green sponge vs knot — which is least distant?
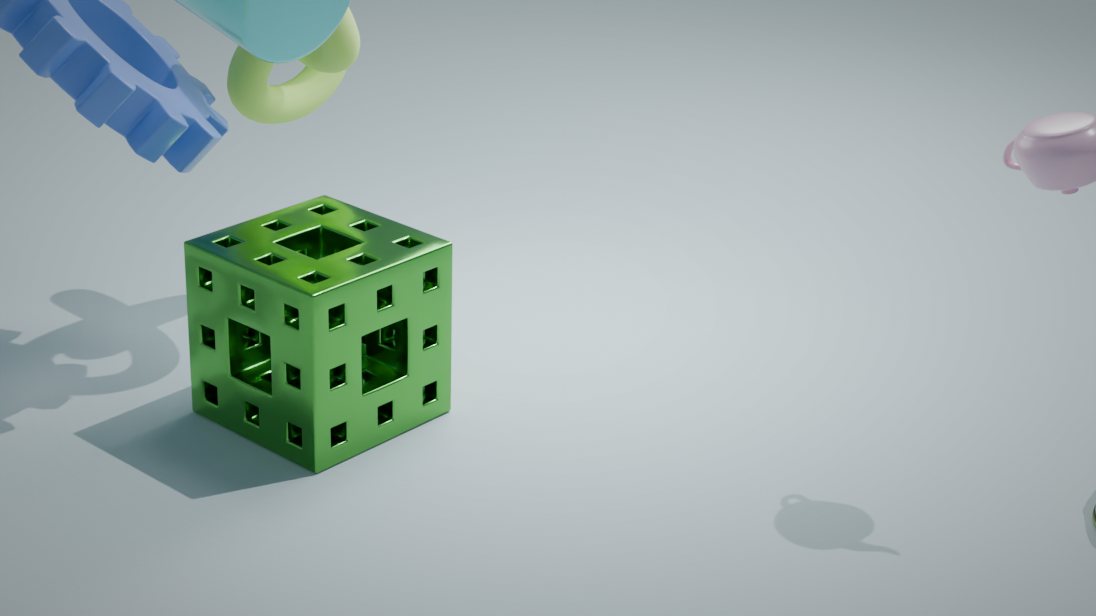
green sponge
